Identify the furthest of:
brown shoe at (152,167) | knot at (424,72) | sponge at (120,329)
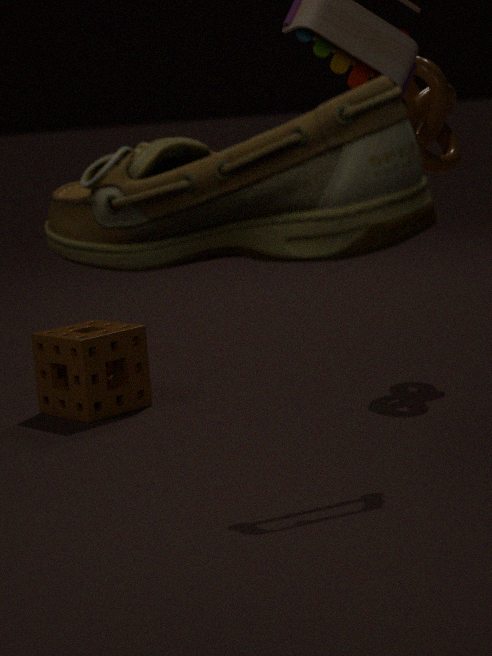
knot at (424,72)
